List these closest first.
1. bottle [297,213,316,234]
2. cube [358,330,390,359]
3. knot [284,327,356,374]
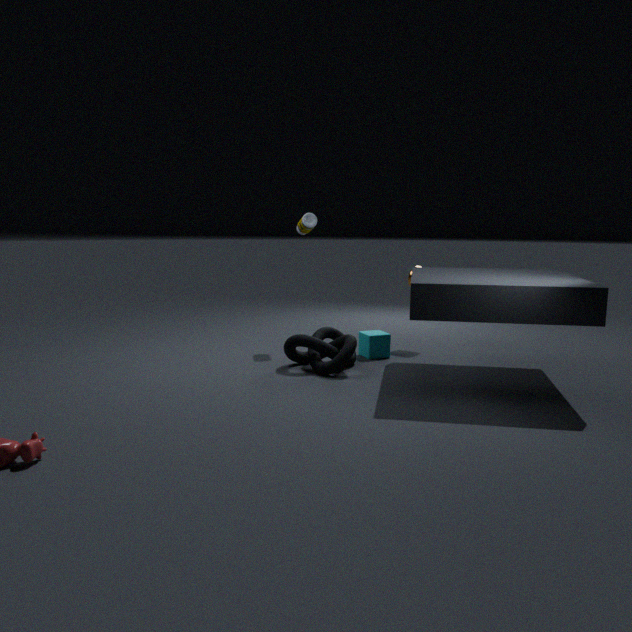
knot [284,327,356,374] < cube [358,330,390,359] < bottle [297,213,316,234]
